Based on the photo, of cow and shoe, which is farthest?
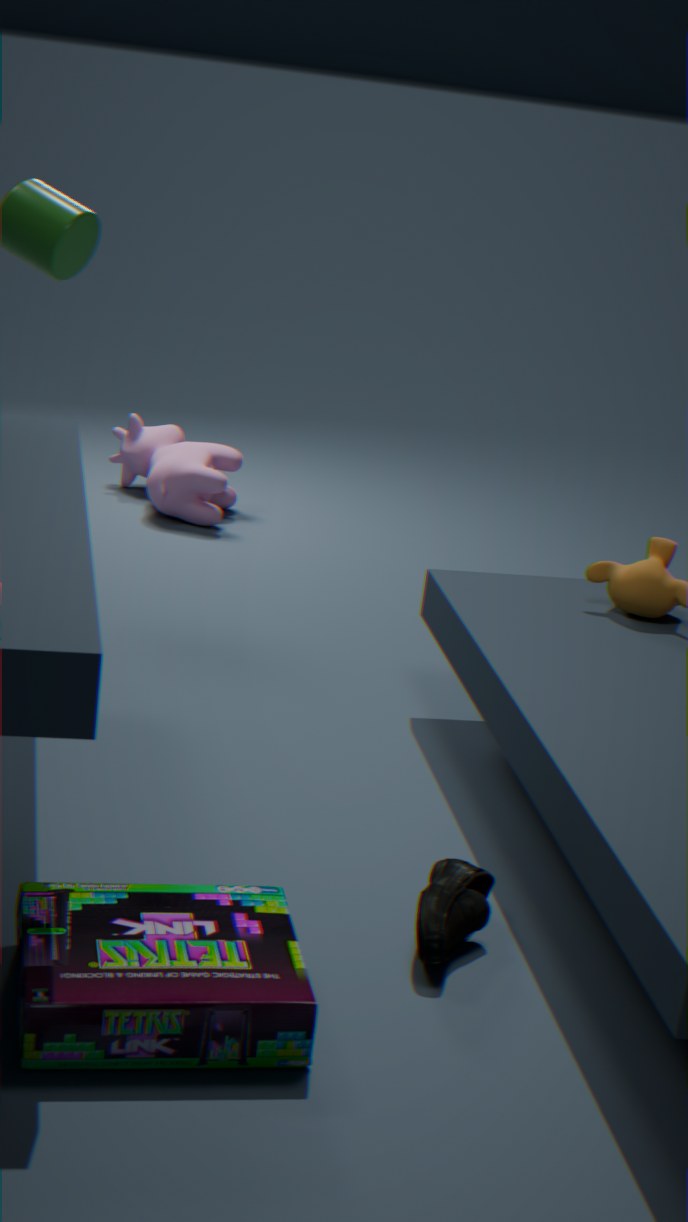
cow
